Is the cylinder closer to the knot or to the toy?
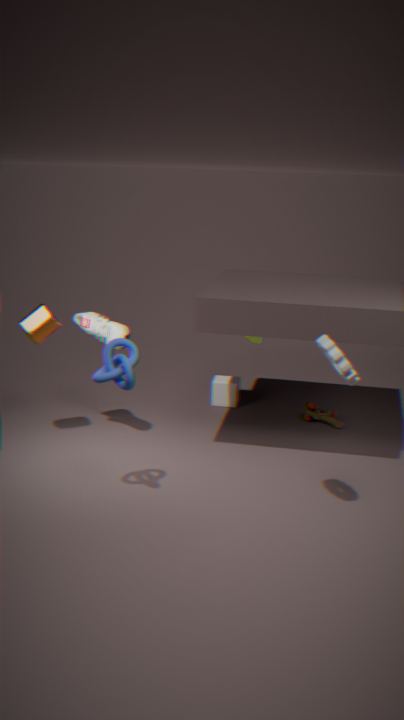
the knot
